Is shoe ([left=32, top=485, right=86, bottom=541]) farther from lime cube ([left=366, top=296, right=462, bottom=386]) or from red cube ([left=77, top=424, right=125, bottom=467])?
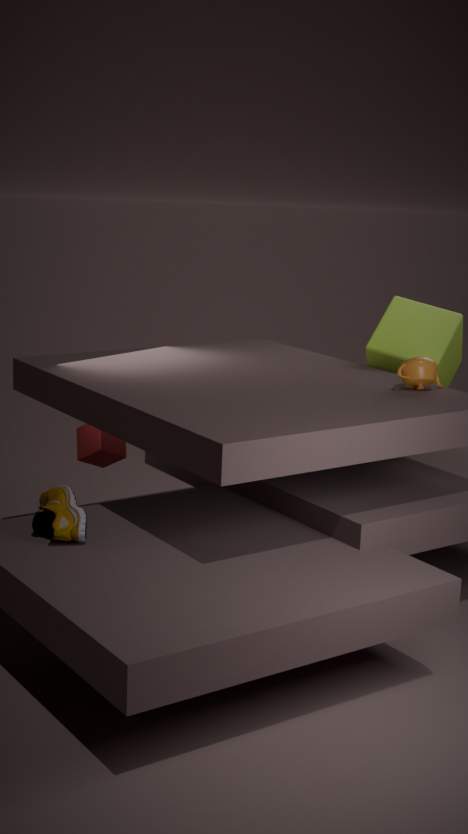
lime cube ([left=366, top=296, right=462, bottom=386])
